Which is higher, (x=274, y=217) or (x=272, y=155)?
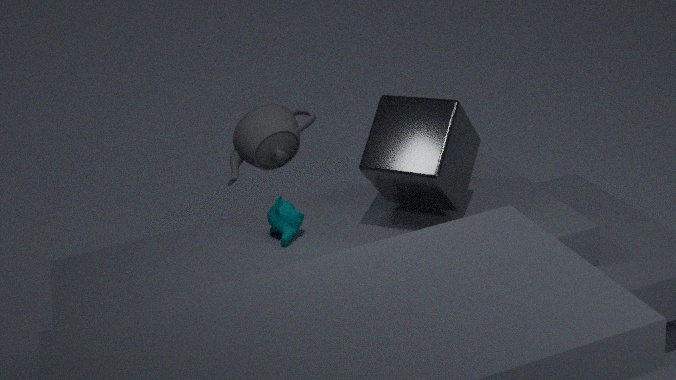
(x=272, y=155)
